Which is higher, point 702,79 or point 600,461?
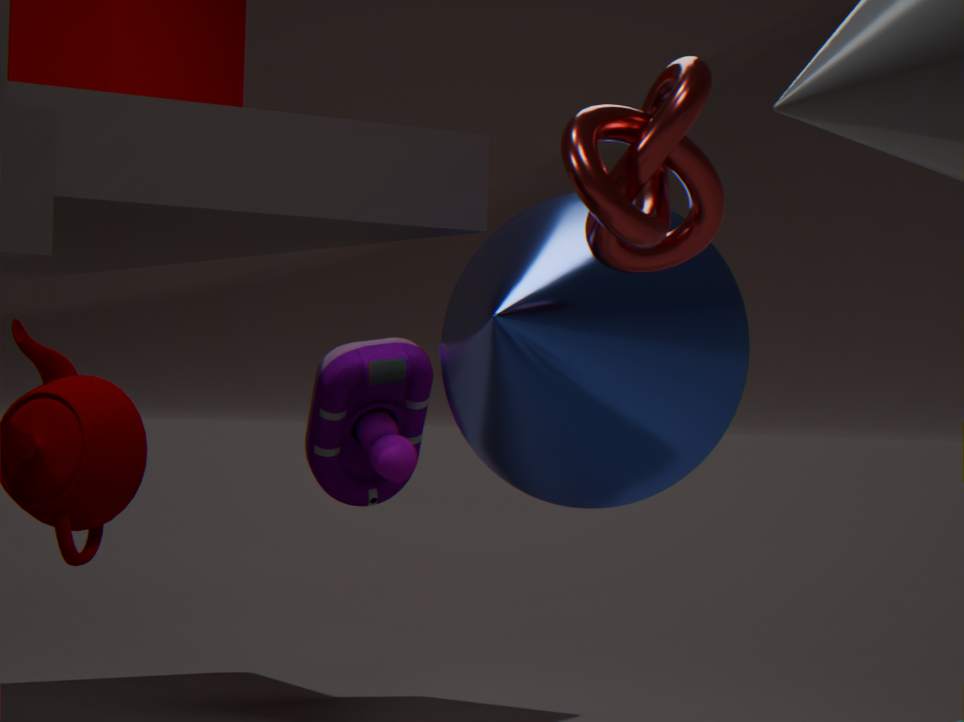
point 702,79
